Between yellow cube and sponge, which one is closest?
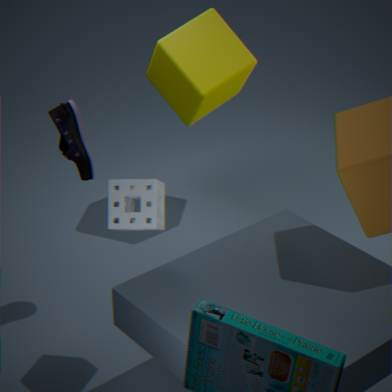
sponge
